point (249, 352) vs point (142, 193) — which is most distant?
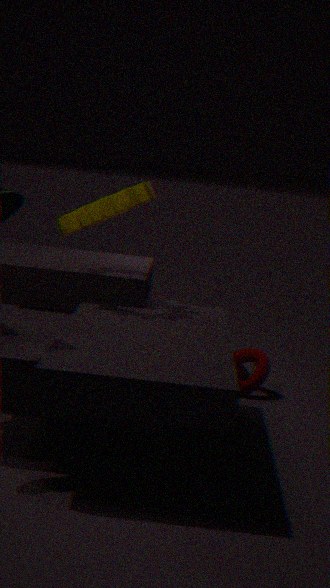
point (249, 352)
